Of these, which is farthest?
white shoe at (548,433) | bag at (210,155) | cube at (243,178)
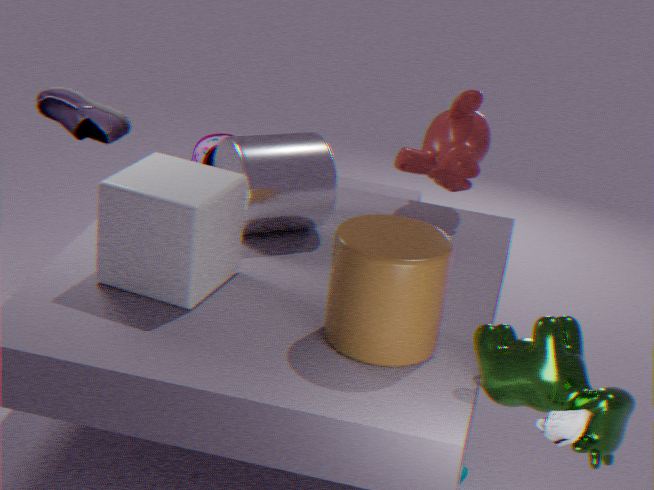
bag at (210,155)
